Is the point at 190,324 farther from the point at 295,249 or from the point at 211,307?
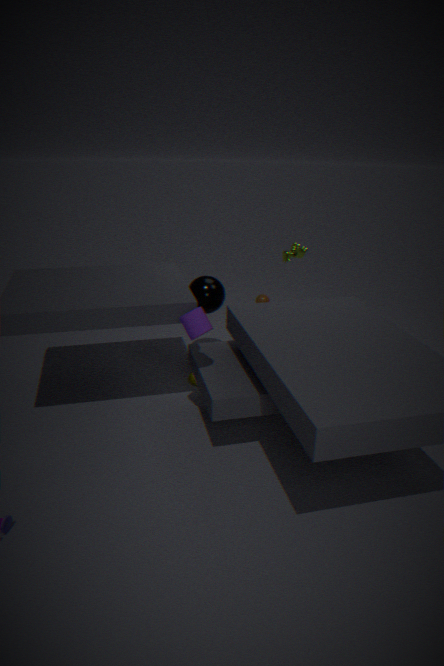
the point at 295,249
